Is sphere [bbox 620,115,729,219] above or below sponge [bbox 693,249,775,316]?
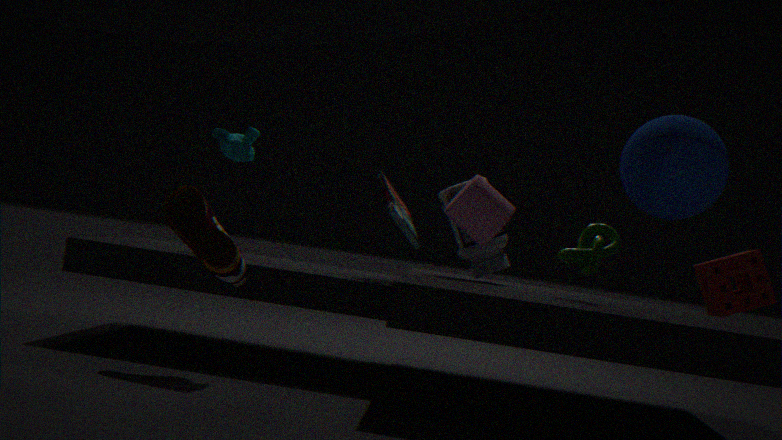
above
